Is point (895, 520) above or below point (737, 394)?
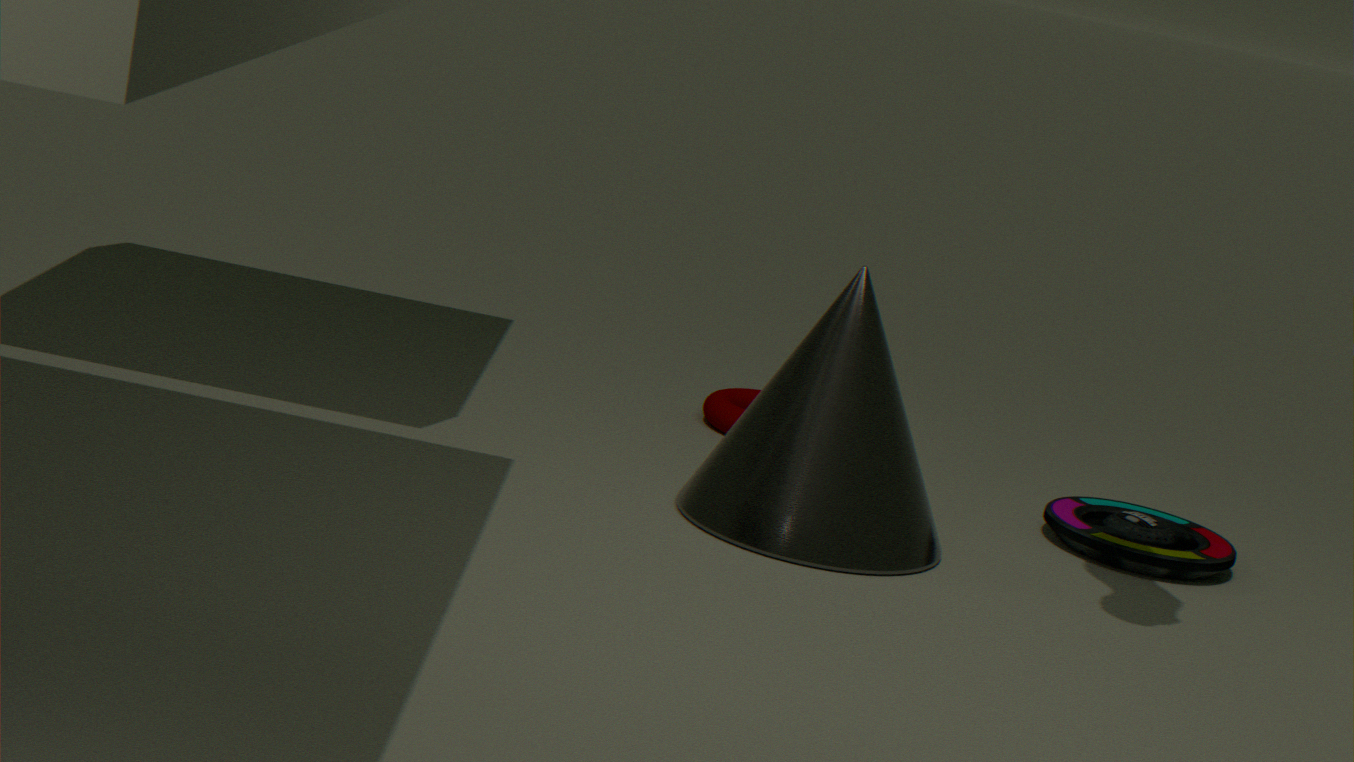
above
